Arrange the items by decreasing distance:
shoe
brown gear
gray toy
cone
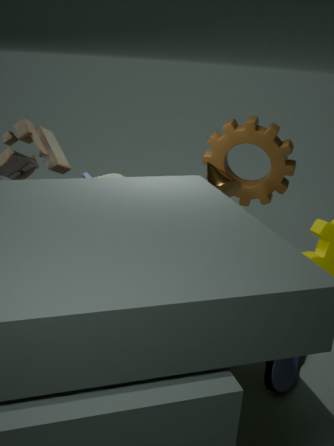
1. gray toy
2. brown gear
3. cone
4. shoe
